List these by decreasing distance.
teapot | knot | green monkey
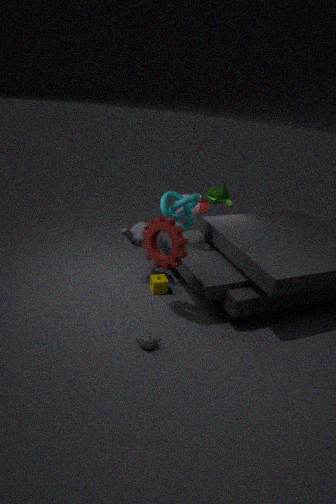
1. green monkey
2. knot
3. teapot
